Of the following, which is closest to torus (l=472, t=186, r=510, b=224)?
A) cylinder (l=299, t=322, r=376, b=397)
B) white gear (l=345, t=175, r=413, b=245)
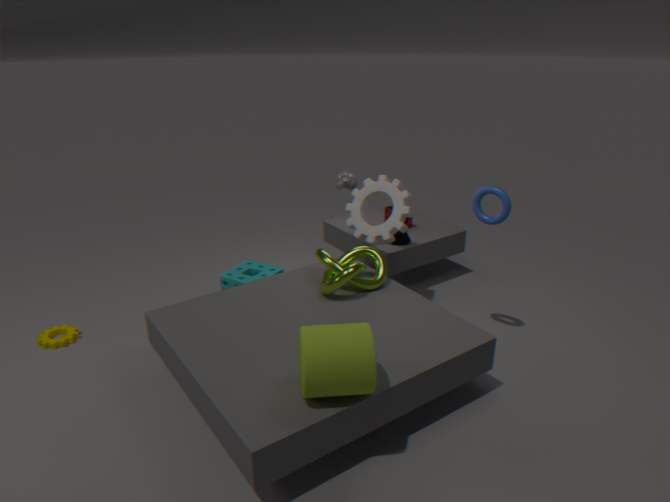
white gear (l=345, t=175, r=413, b=245)
